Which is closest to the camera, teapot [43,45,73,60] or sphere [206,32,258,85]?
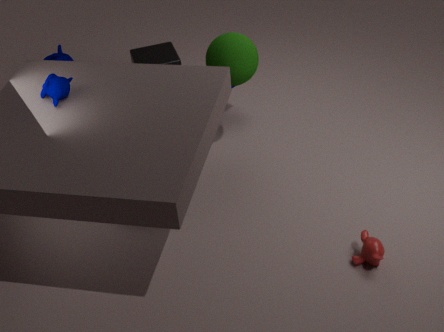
sphere [206,32,258,85]
